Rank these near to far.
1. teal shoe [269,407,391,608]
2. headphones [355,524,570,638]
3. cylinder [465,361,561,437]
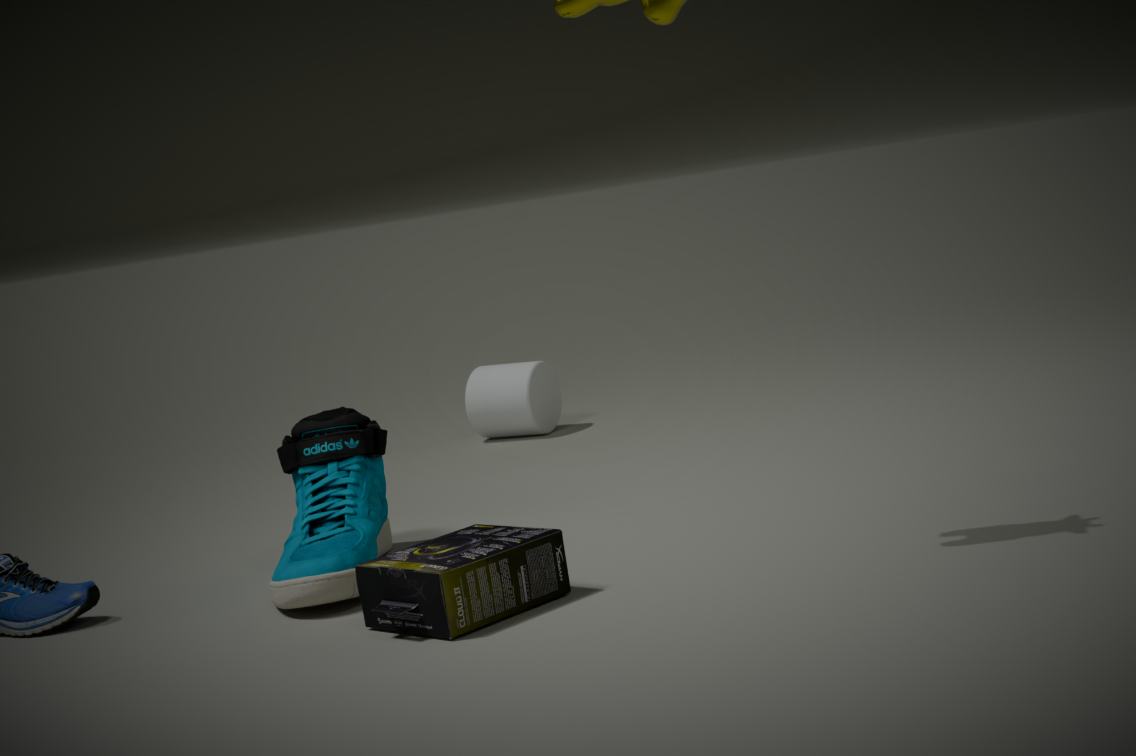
headphones [355,524,570,638]
teal shoe [269,407,391,608]
cylinder [465,361,561,437]
